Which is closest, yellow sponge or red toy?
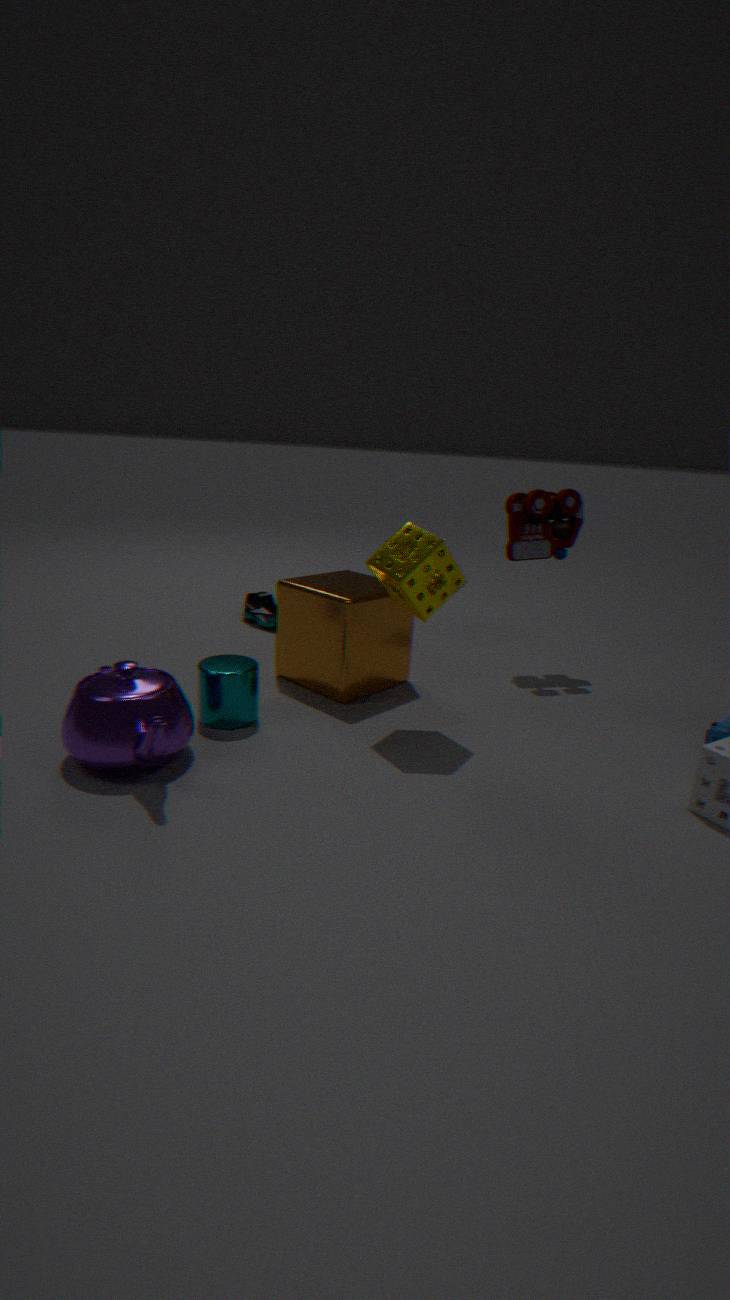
yellow sponge
